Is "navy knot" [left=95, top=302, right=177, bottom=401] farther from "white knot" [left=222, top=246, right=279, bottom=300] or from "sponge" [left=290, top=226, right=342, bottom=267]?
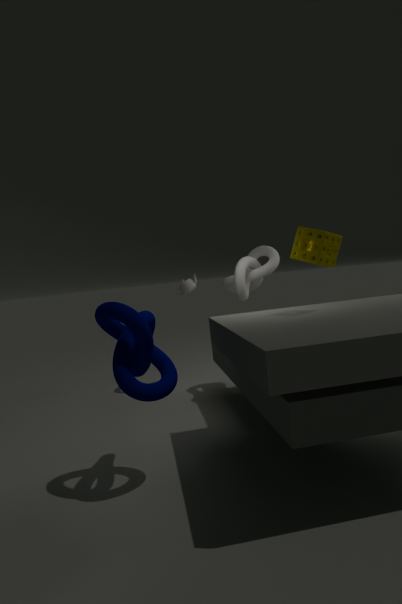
"white knot" [left=222, top=246, right=279, bottom=300]
